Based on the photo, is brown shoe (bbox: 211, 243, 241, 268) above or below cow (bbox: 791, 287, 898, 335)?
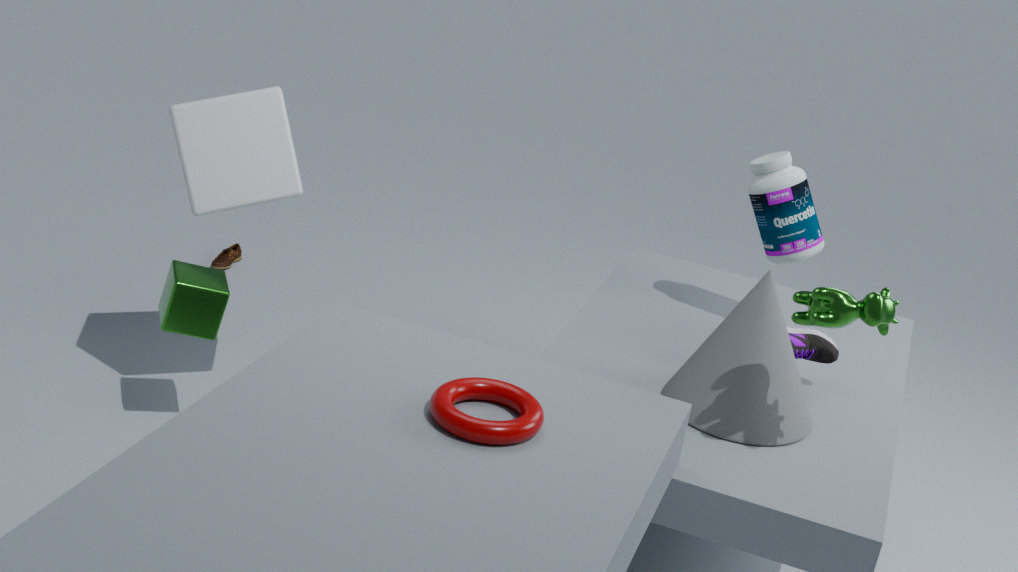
below
